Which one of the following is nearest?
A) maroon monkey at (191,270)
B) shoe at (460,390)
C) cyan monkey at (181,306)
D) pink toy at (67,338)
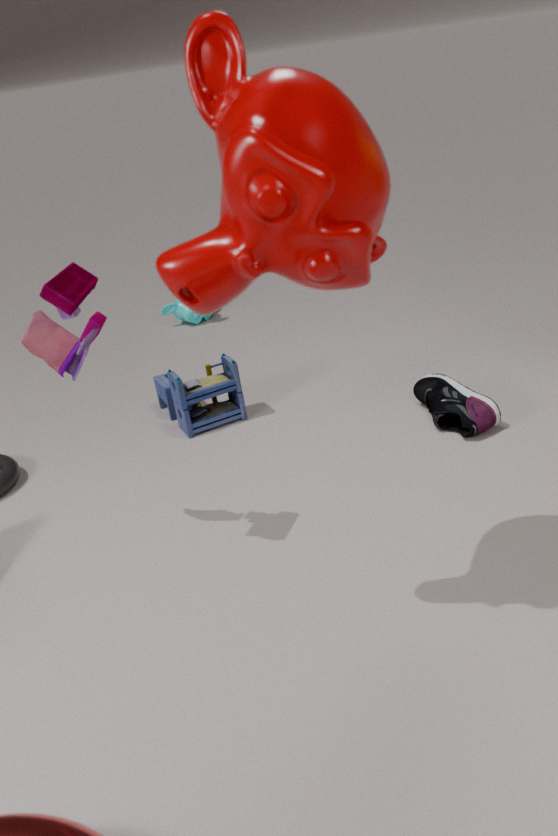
maroon monkey at (191,270)
